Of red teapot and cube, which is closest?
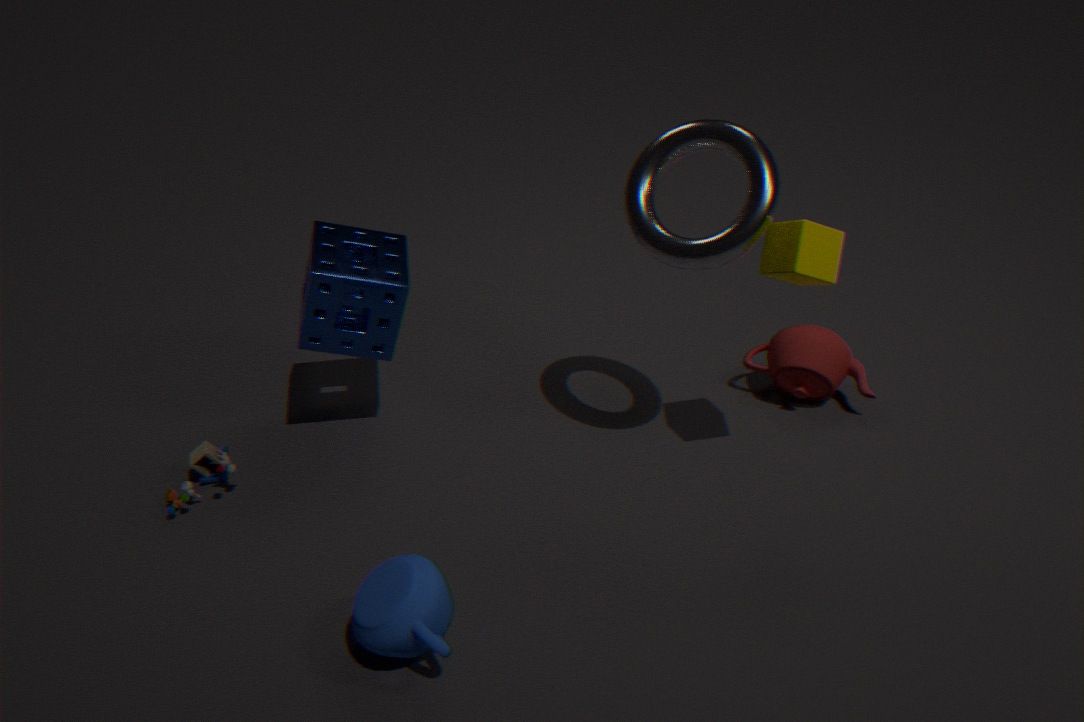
cube
